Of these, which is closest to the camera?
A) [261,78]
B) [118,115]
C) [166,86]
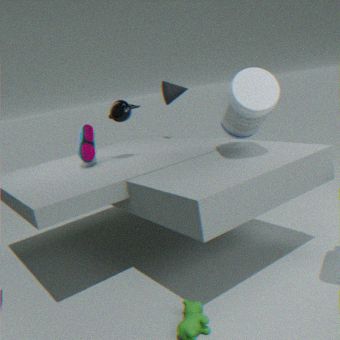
[261,78]
